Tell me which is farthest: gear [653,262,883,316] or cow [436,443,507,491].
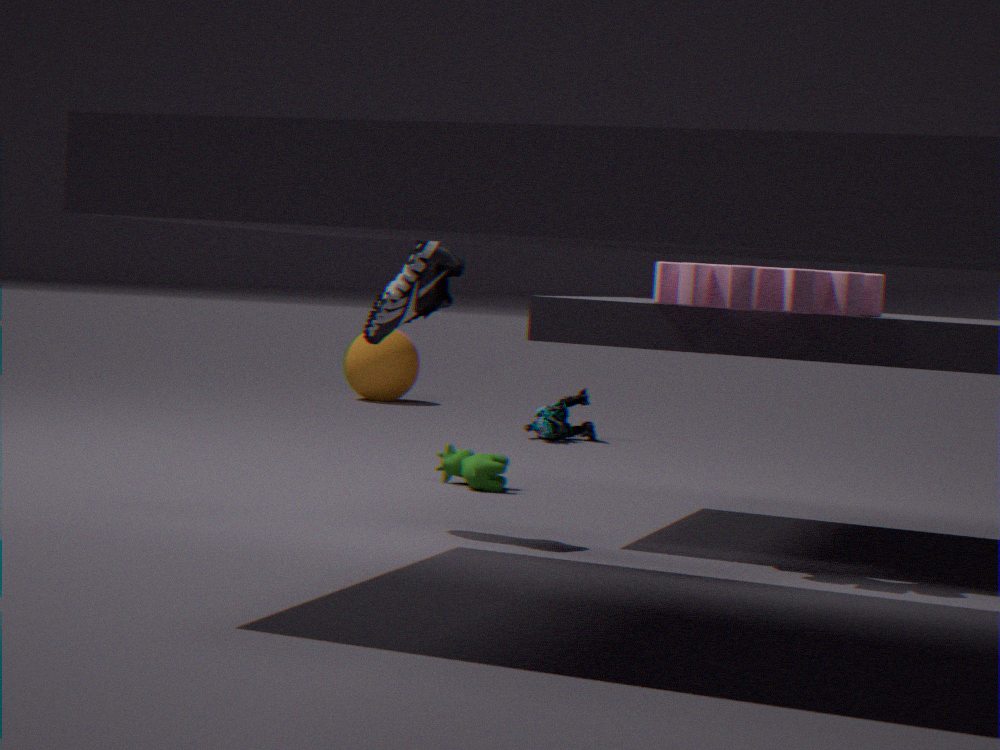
cow [436,443,507,491]
